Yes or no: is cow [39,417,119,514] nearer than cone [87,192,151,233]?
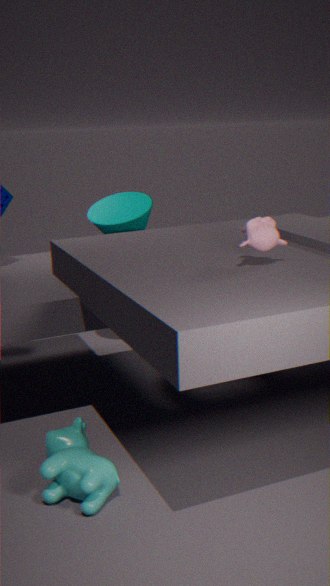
Yes
